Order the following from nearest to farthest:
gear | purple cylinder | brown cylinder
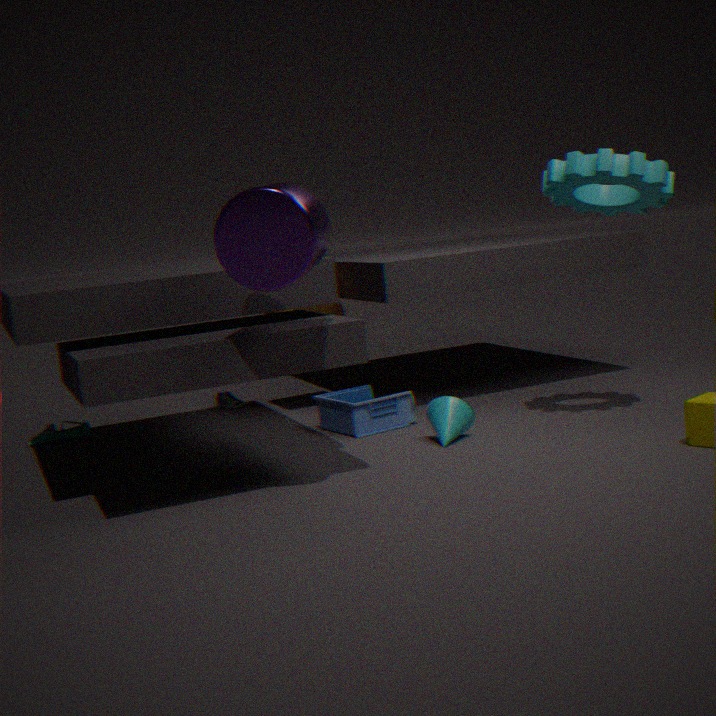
purple cylinder, gear, brown cylinder
